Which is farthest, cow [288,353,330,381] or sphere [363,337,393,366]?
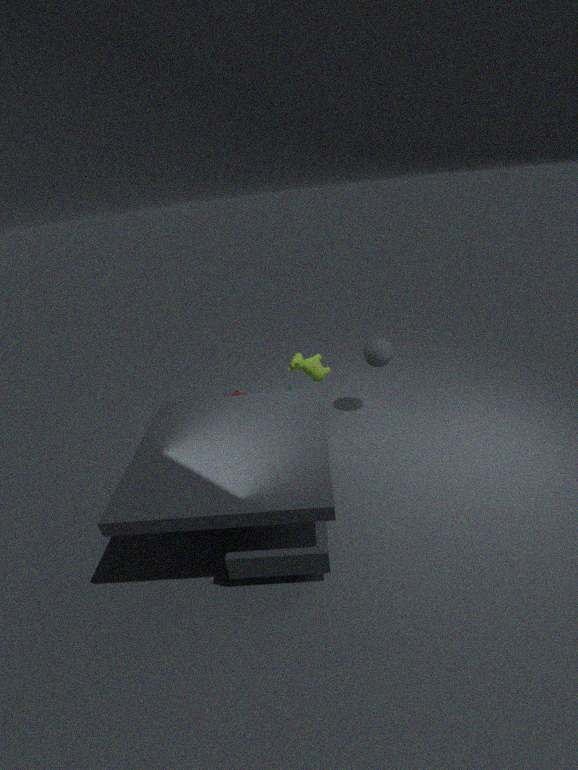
cow [288,353,330,381]
